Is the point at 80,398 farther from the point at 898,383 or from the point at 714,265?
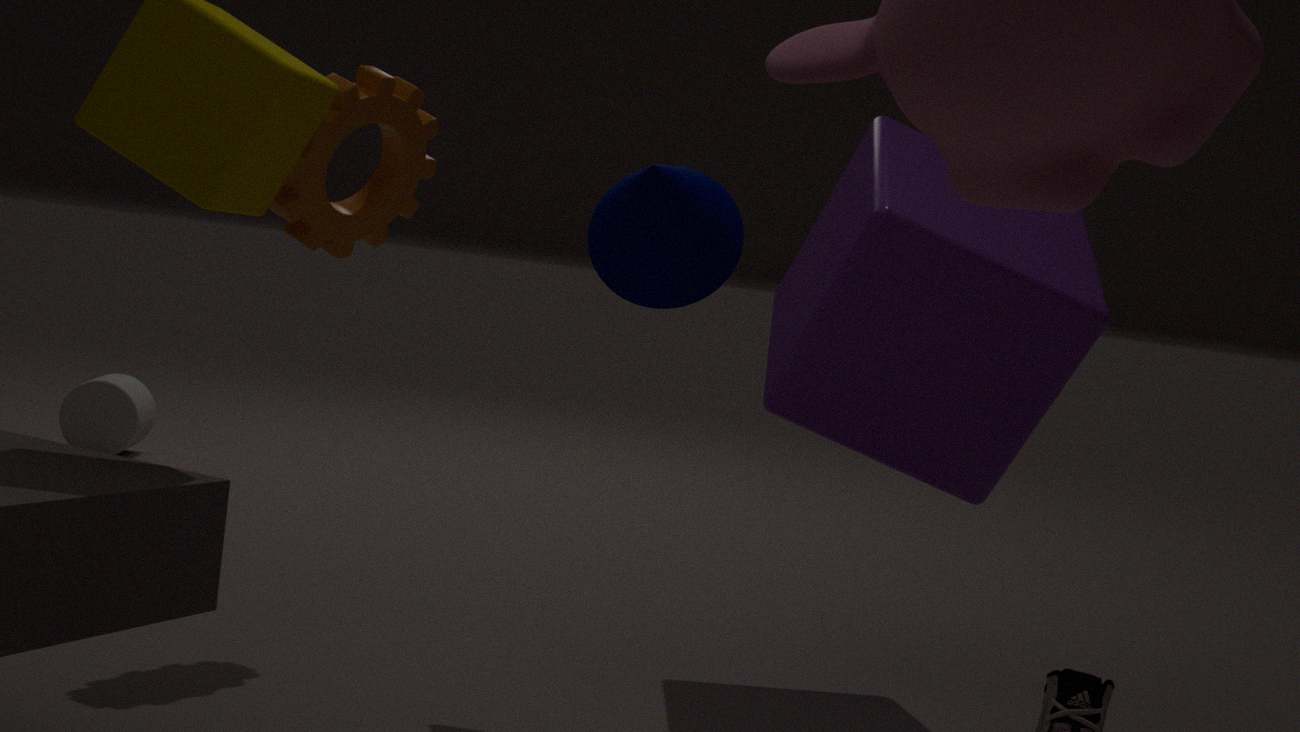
the point at 898,383
